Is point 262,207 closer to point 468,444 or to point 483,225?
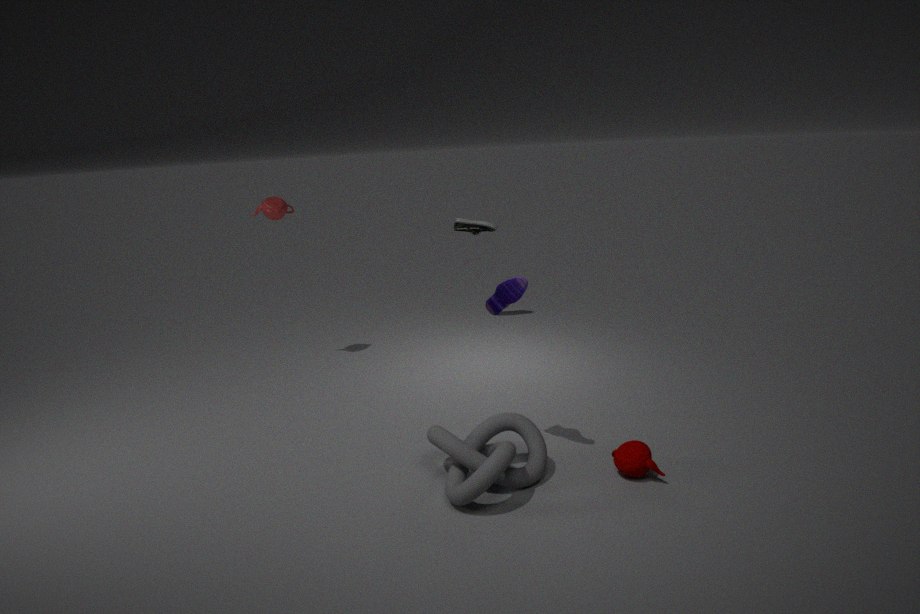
point 483,225
